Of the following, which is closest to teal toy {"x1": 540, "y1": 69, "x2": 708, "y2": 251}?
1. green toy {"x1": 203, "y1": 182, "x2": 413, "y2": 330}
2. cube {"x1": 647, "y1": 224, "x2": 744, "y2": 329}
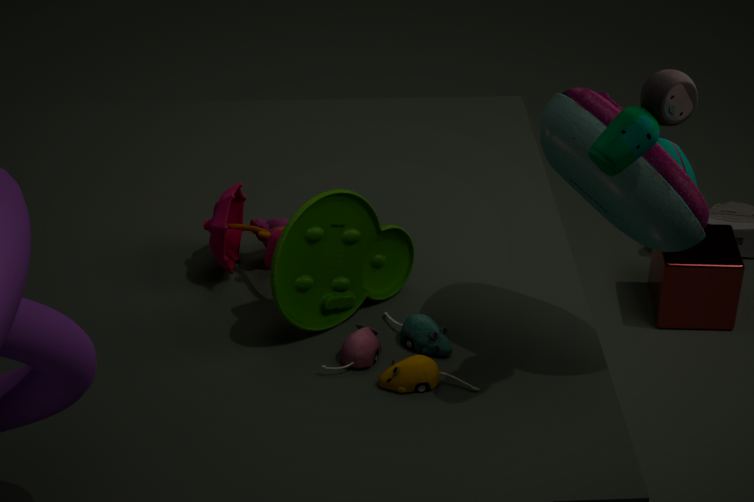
green toy {"x1": 203, "y1": 182, "x2": 413, "y2": 330}
